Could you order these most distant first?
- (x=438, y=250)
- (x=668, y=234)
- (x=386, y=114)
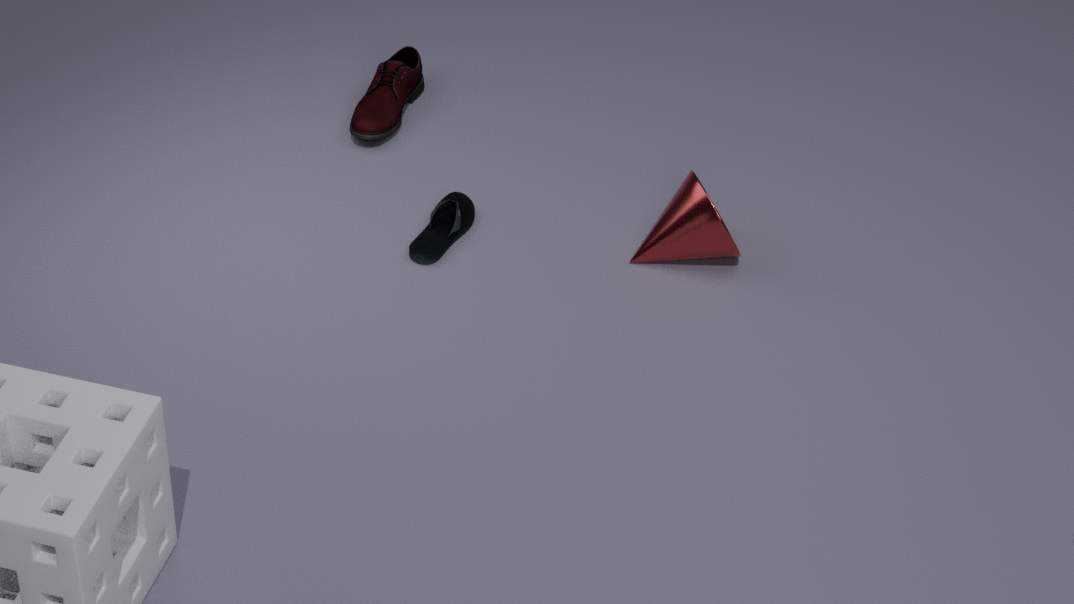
(x=386, y=114)
(x=438, y=250)
(x=668, y=234)
